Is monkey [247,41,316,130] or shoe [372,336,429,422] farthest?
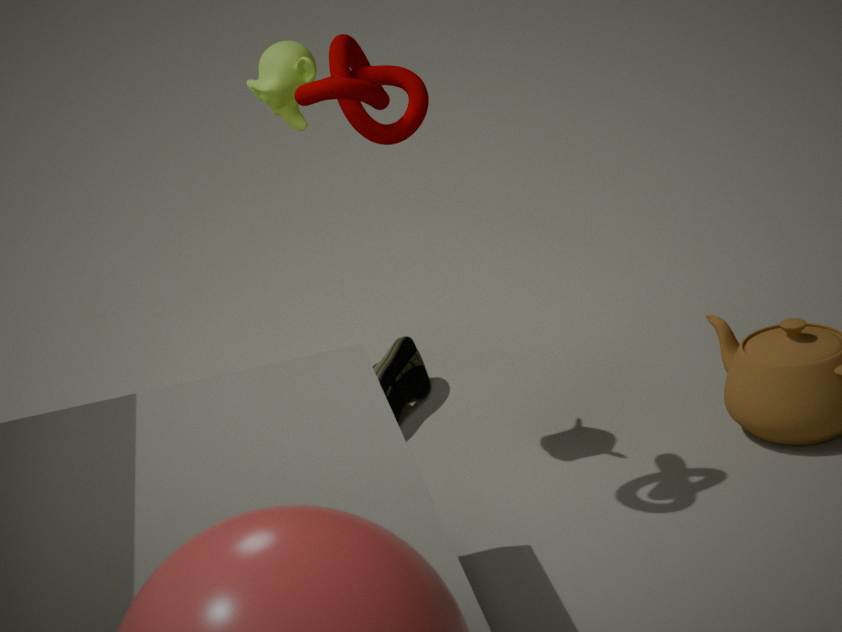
shoe [372,336,429,422]
